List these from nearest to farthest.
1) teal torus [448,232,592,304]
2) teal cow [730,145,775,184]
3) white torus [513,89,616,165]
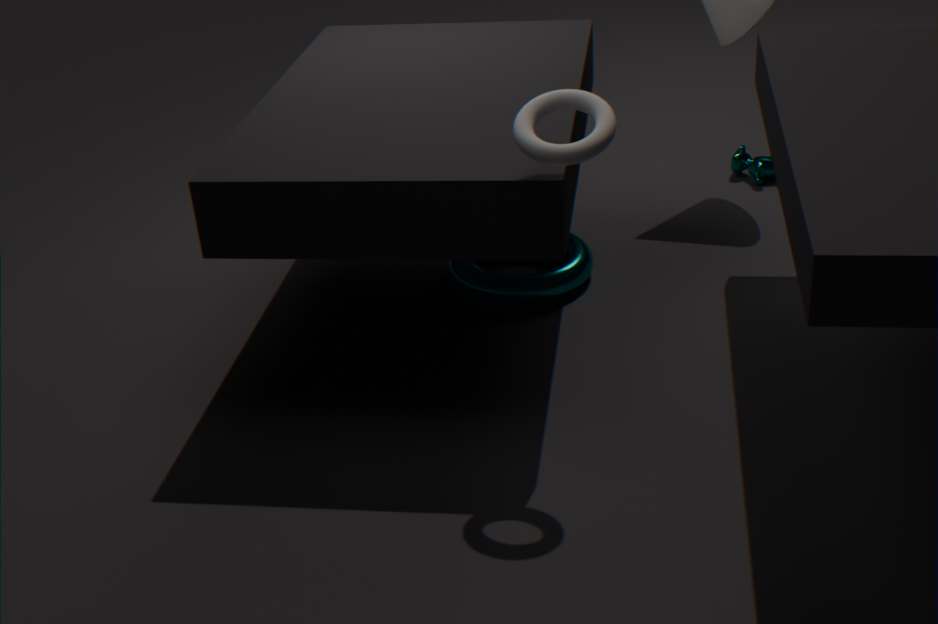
3. white torus [513,89,616,165] → 1. teal torus [448,232,592,304] → 2. teal cow [730,145,775,184]
